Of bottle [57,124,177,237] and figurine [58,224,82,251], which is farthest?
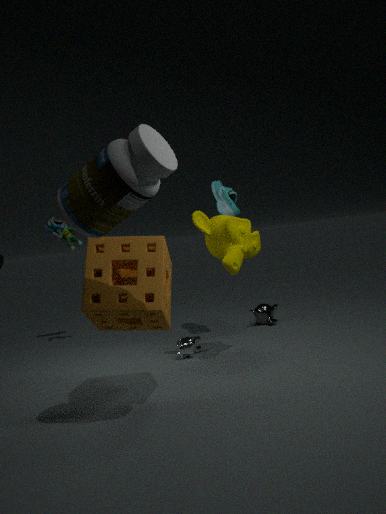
figurine [58,224,82,251]
